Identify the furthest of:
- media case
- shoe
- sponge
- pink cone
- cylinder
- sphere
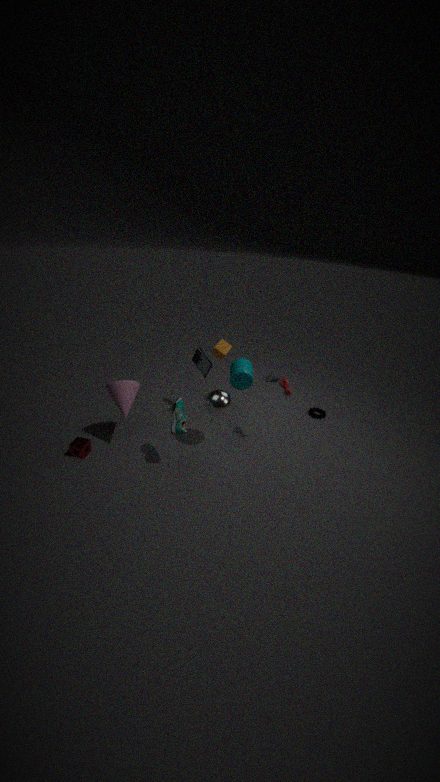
cylinder
